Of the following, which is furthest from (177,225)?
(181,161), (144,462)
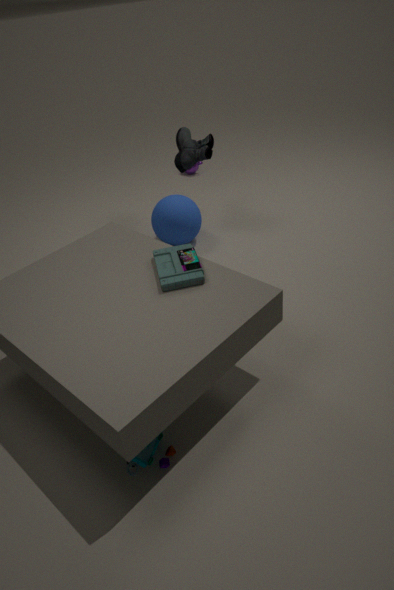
(144,462)
